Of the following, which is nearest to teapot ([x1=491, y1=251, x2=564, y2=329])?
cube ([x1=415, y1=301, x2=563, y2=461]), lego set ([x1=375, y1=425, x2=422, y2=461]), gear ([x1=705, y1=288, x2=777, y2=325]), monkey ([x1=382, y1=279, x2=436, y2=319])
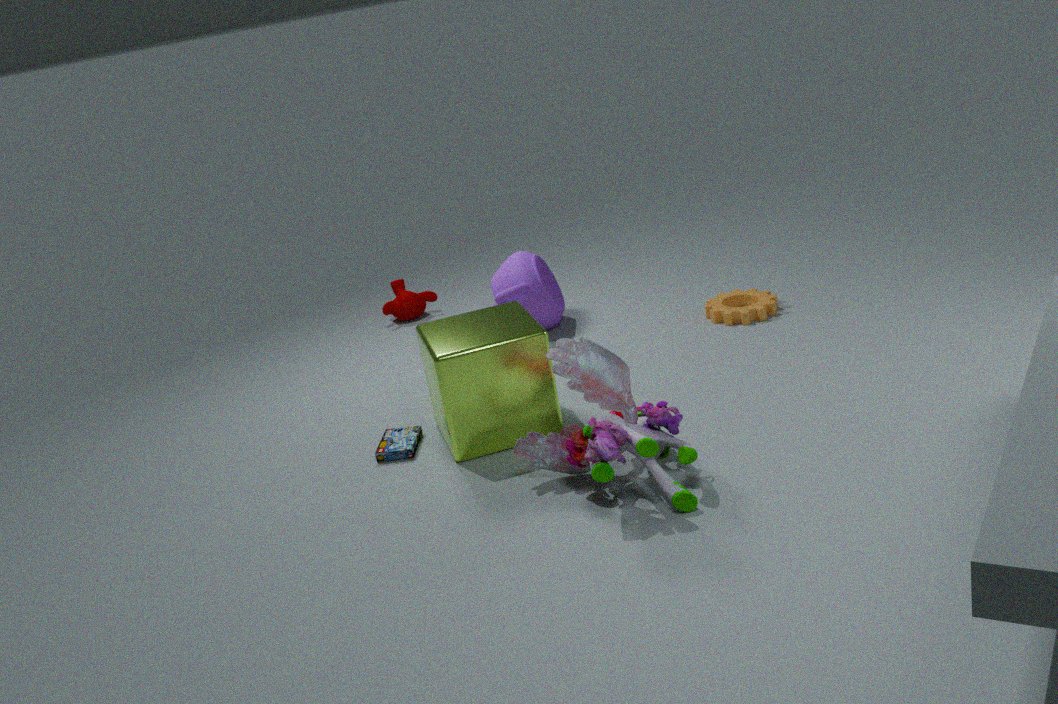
monkey ([x1=382, y1=279, x2=436, y2=319])
